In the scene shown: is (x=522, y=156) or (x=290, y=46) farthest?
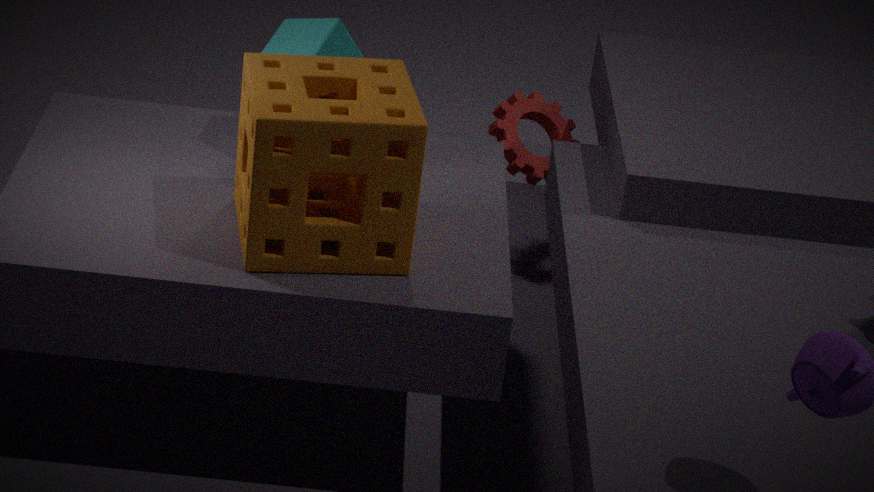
(x=522, y=156)
